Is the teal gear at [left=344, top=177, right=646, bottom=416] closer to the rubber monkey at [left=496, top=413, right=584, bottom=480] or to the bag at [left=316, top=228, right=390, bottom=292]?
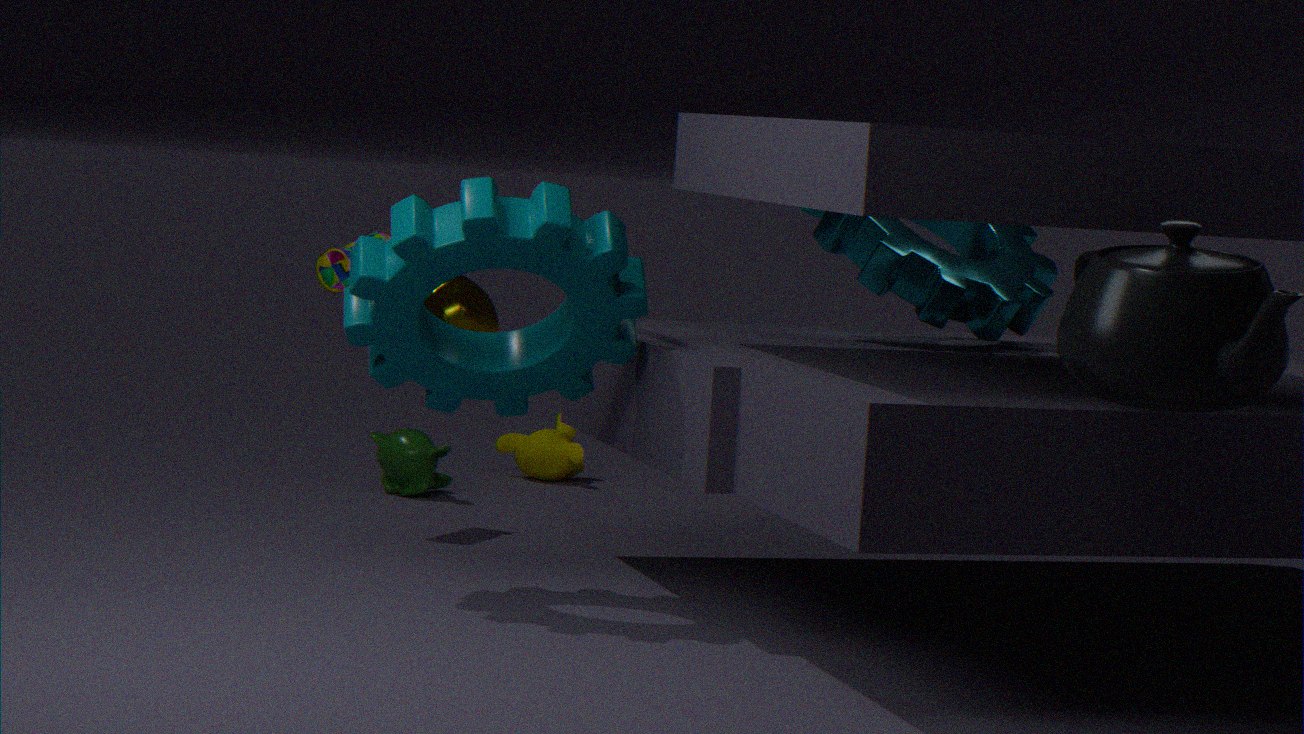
the bag at [left=316, top=228, right=390, bottom=292]
